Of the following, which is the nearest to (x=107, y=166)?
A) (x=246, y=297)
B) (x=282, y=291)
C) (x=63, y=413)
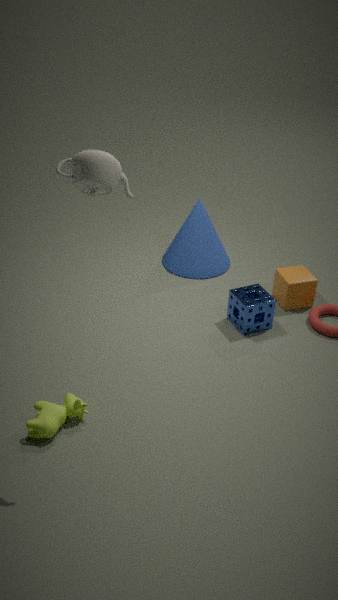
(x=63, y=413)
